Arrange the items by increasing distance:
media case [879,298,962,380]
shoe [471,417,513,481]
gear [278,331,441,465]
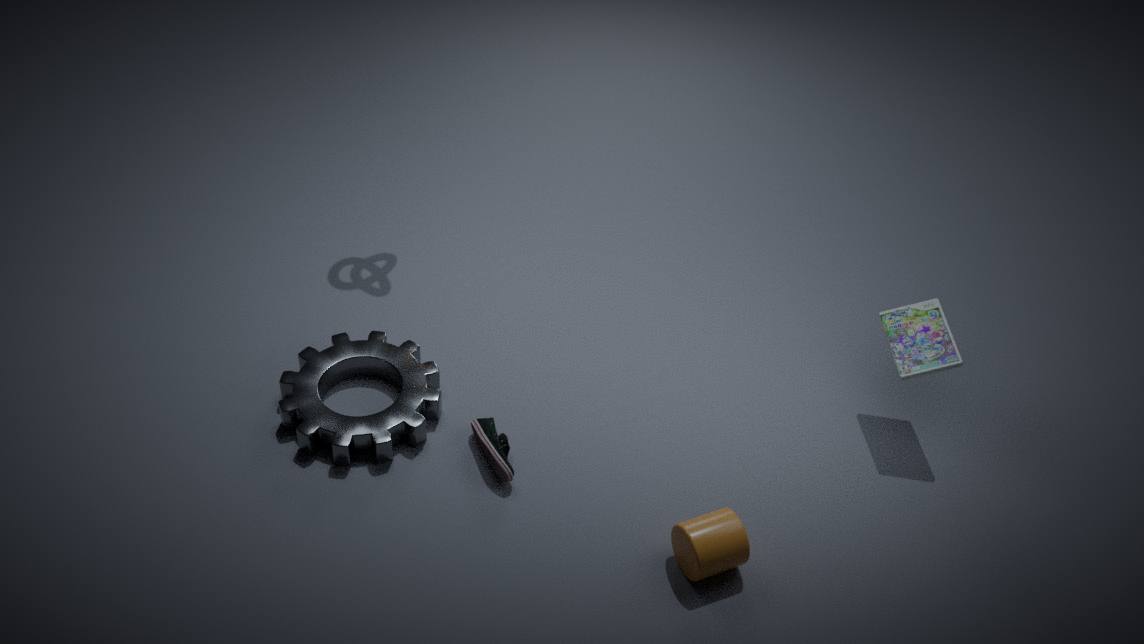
shoe [471,417,513,481] < gear [278,331,441,465] < media case [879,298,962,380]
